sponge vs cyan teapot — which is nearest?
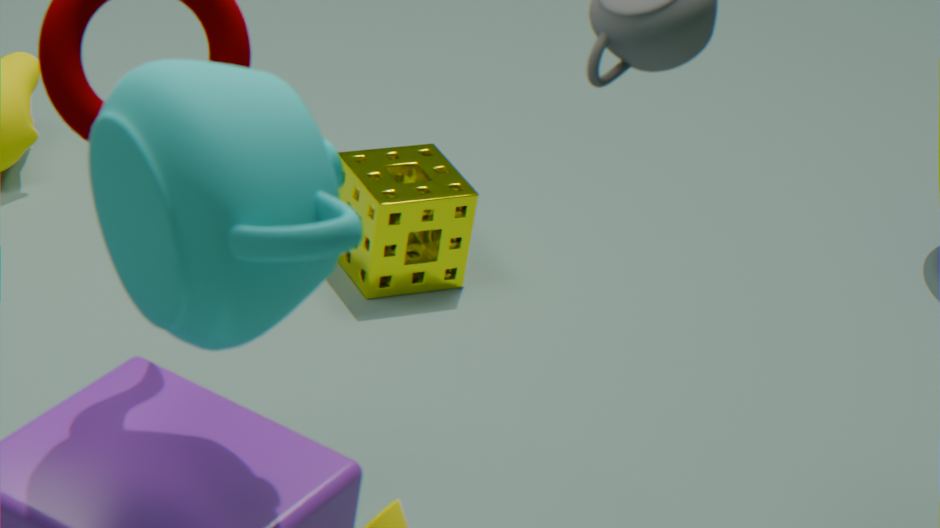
cyan teapot
